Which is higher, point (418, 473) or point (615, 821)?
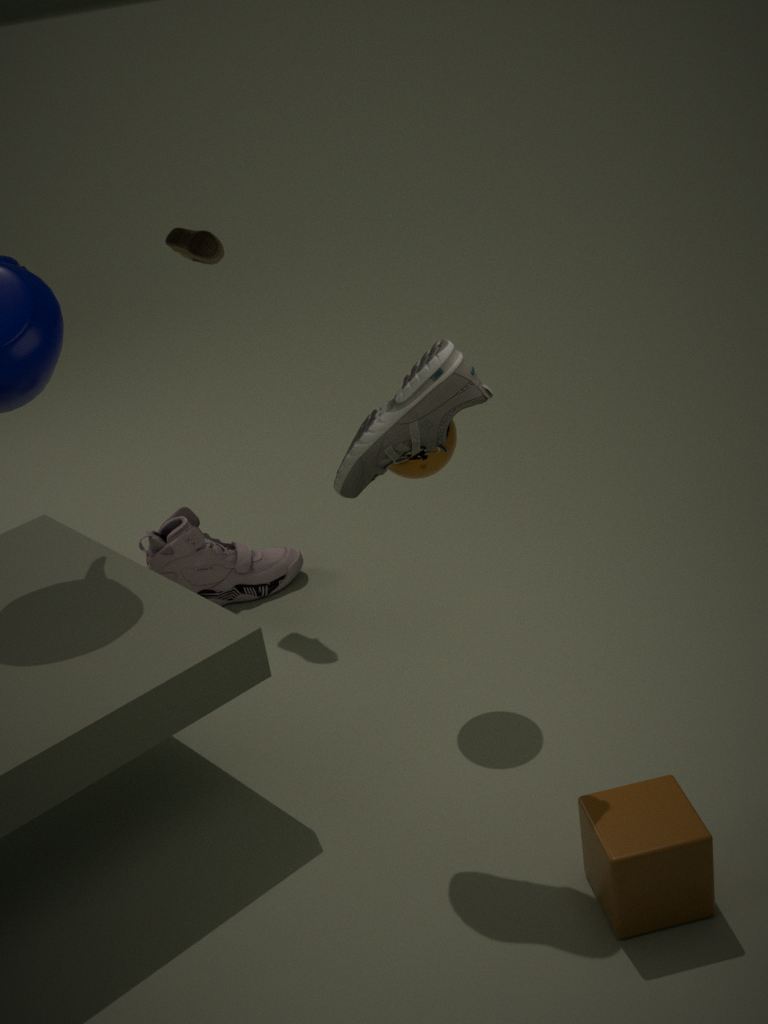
point (418, 473)
